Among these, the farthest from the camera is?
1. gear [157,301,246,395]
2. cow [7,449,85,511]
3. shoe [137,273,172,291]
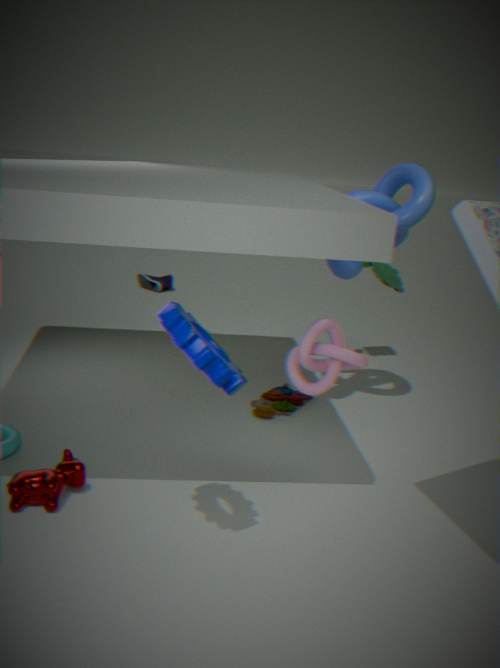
shoe [137,273,172,291]
